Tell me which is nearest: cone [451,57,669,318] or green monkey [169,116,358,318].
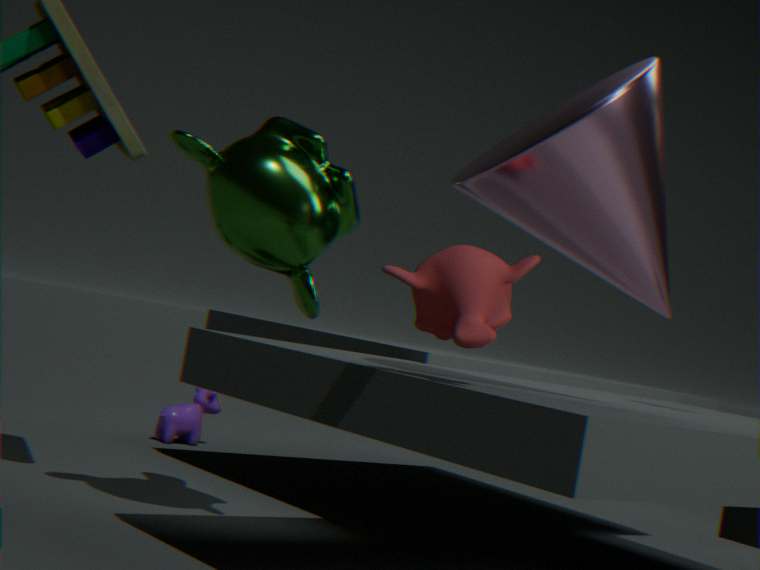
cone [451,57,669,318]
